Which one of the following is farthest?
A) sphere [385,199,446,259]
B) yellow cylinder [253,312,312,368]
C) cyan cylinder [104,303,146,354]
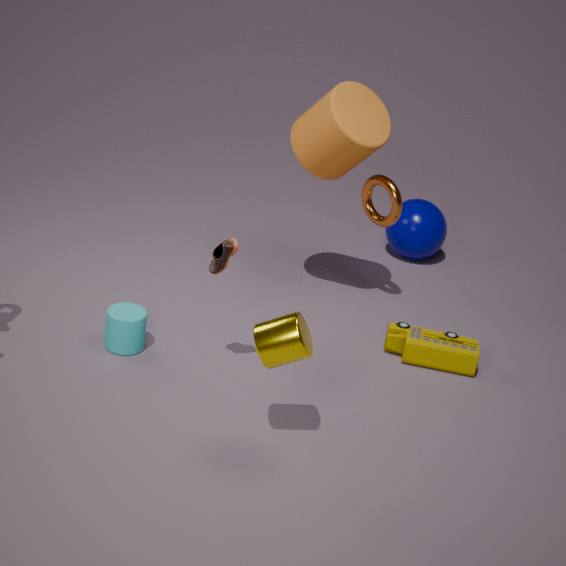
sphere [385,199,446,259]
